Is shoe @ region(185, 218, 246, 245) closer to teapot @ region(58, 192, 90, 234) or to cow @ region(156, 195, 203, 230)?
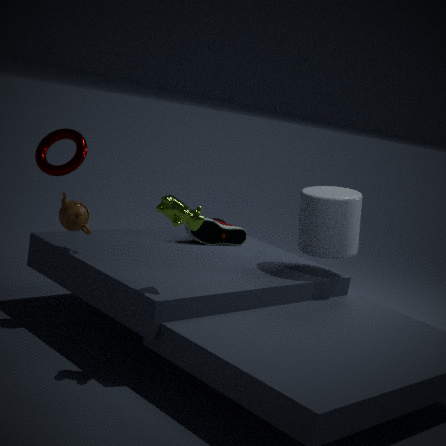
teapot @ region(58, 192, 90, 234)
